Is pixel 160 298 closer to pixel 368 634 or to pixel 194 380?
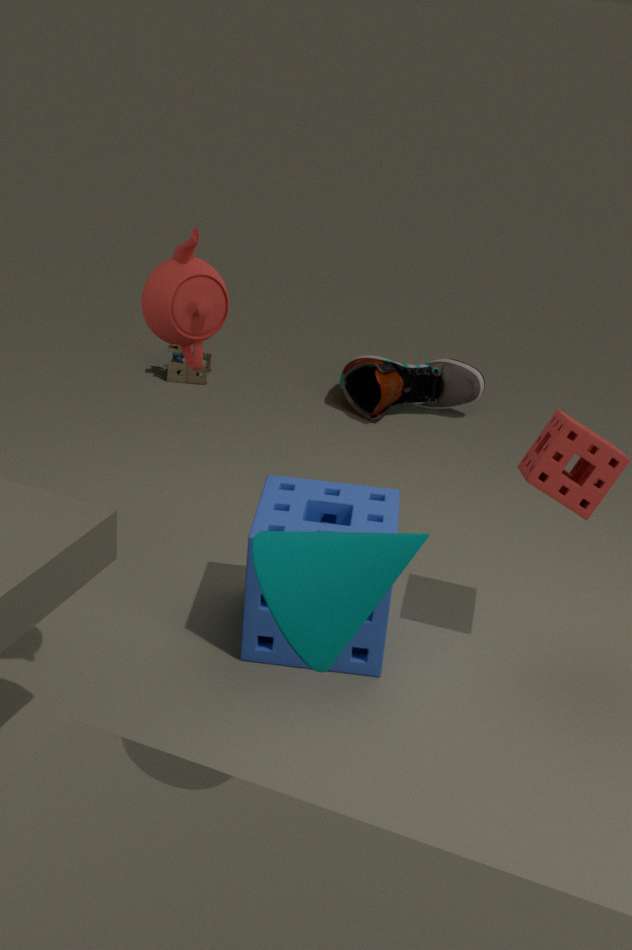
pixel 368 634
